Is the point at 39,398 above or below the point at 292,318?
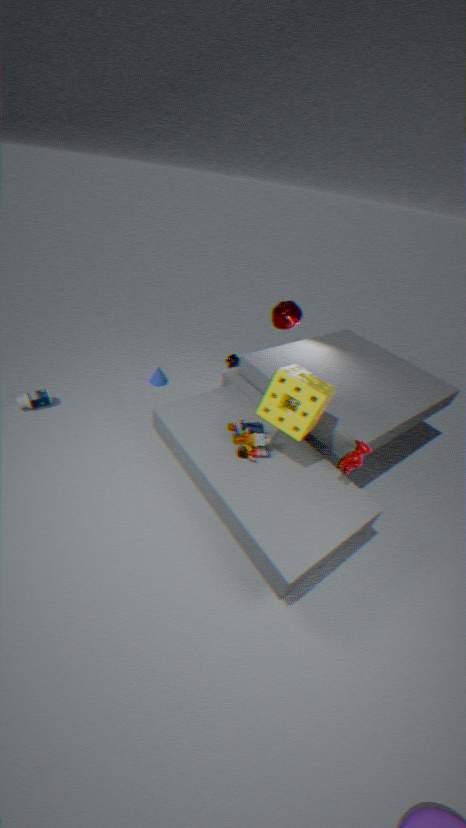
below
